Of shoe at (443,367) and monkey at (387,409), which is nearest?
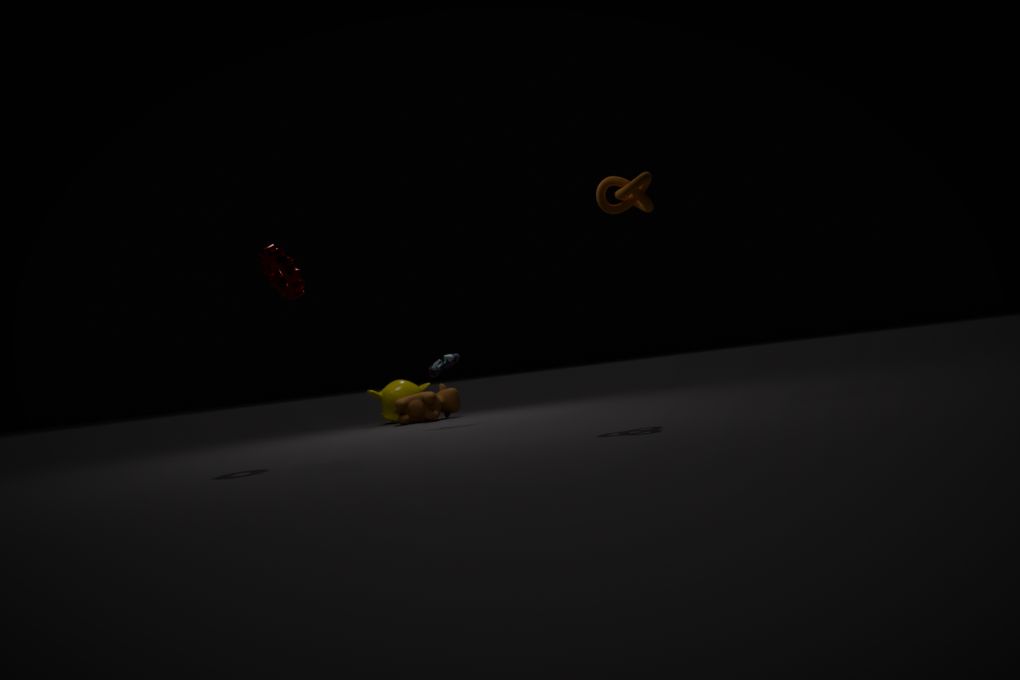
shoe at (443,367)
